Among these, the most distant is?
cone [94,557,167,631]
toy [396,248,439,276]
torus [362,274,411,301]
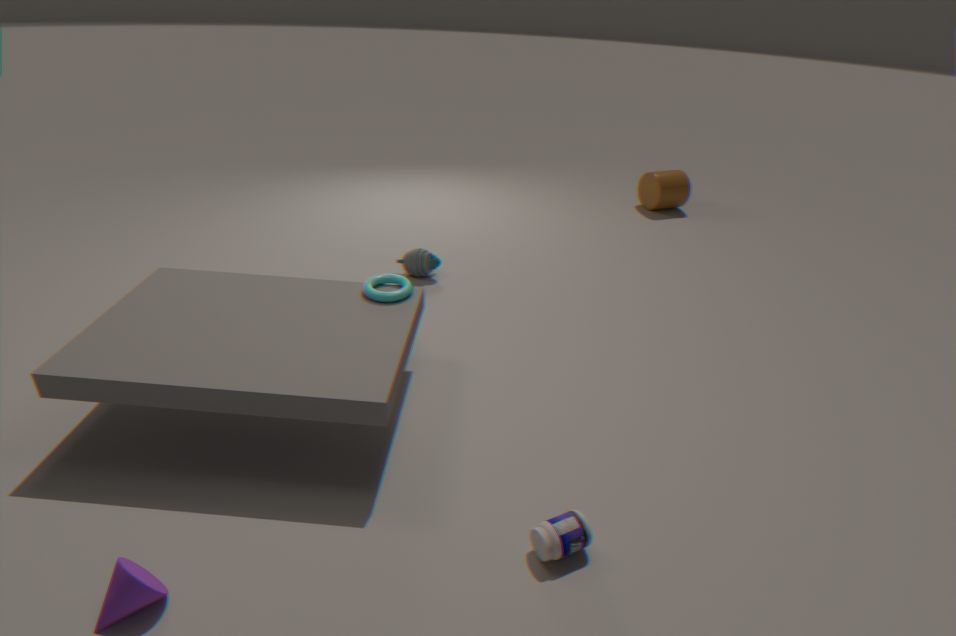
toy [396,248,439,276]
